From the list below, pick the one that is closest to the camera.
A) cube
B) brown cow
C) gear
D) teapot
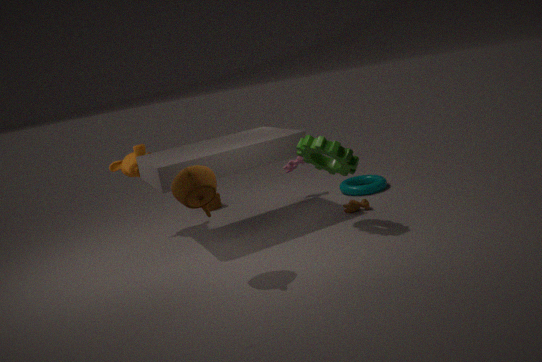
D. teapot
